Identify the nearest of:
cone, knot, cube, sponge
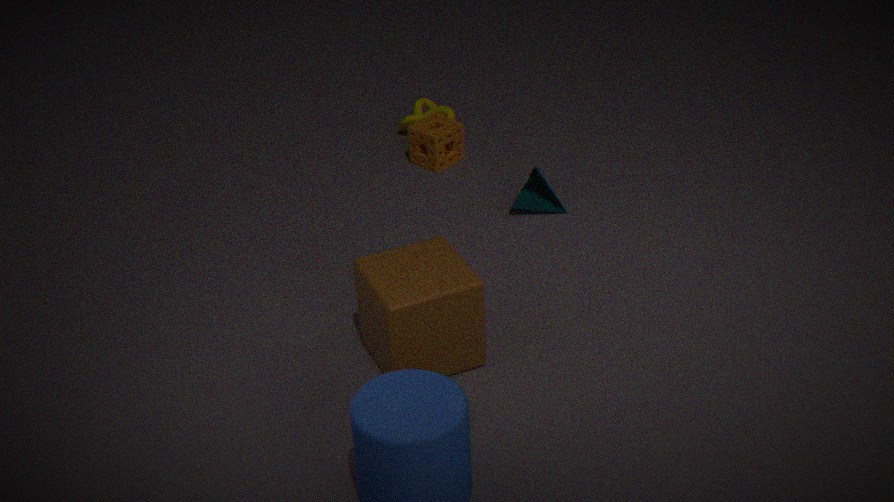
cube
